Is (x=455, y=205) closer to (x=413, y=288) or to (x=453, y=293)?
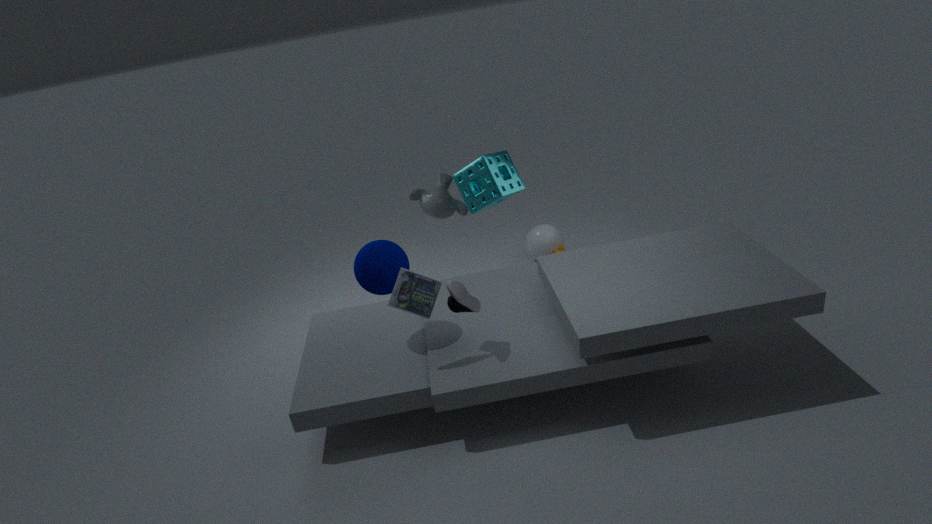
(x=453, y=293)
